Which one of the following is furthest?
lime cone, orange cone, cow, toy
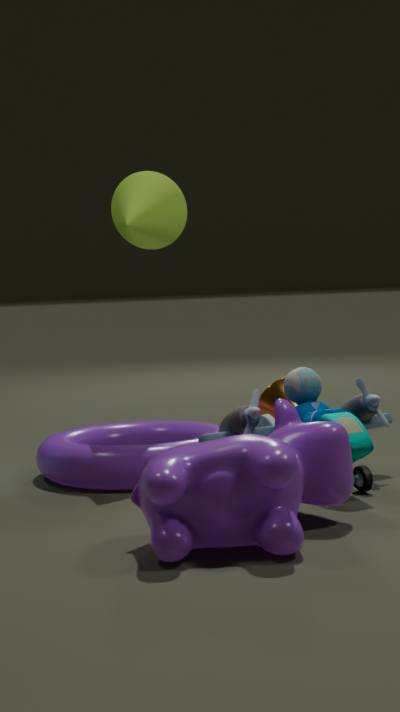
orange cone
